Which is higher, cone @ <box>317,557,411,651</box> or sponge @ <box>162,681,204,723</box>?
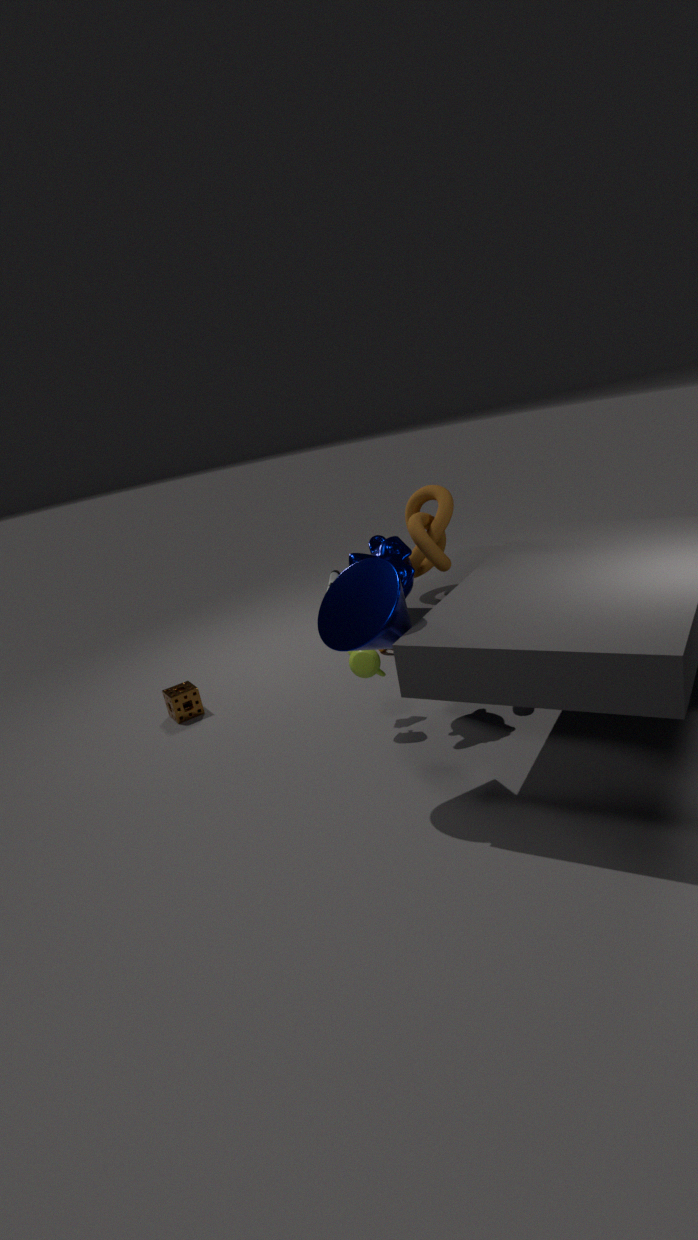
cone @ <box>317,557,411,651</box>
